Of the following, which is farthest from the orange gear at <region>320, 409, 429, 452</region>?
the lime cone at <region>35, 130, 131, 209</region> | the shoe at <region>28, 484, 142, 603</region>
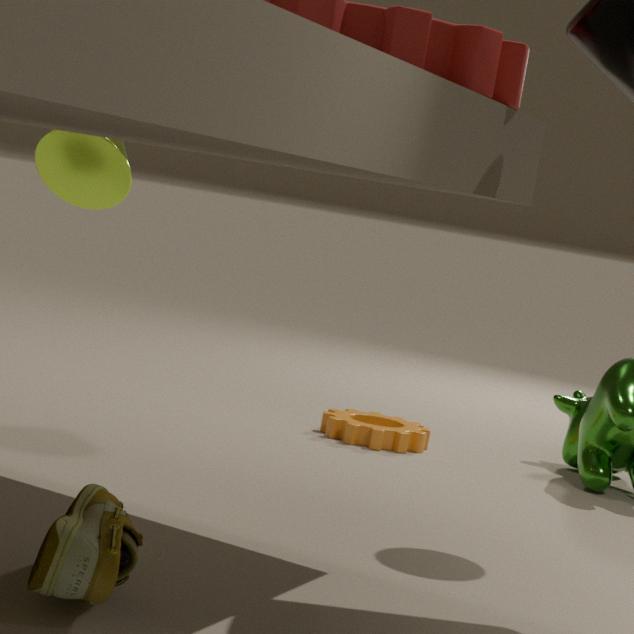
the shoe at <region>28, 484, 142, 603</region>
